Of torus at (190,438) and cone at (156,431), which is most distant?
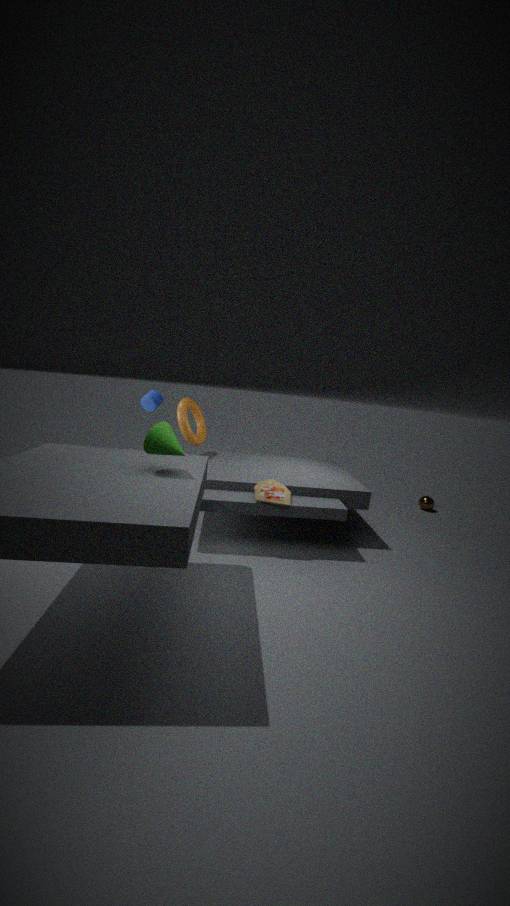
torus at (190,438)
